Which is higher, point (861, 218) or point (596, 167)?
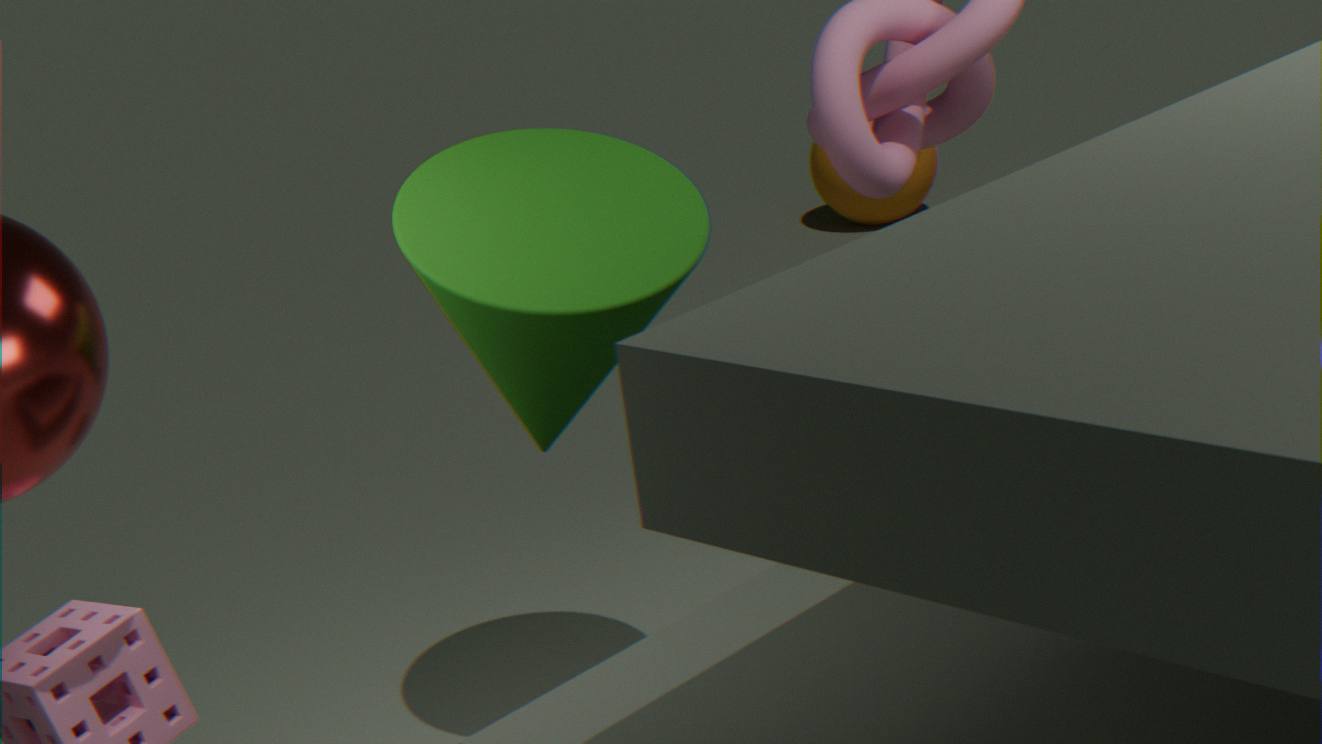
point (596, 167)
